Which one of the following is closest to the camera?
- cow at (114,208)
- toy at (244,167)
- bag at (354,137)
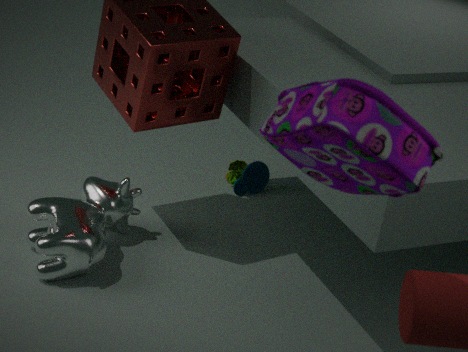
bag at (354,137)
